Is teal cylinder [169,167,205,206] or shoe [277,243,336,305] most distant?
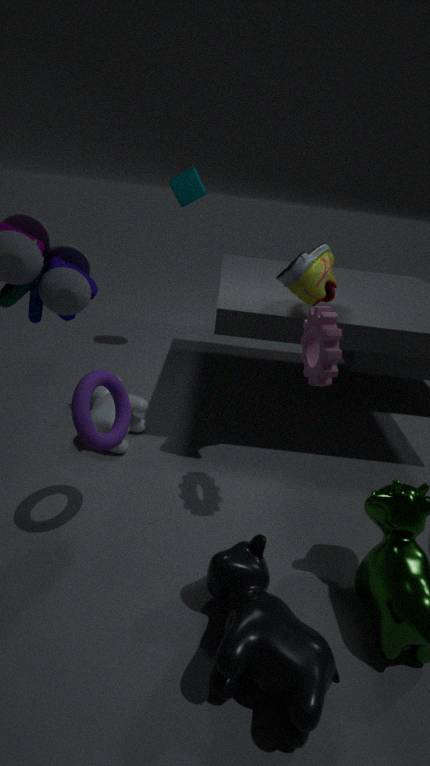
teal cylinder [169,167,205,206]
